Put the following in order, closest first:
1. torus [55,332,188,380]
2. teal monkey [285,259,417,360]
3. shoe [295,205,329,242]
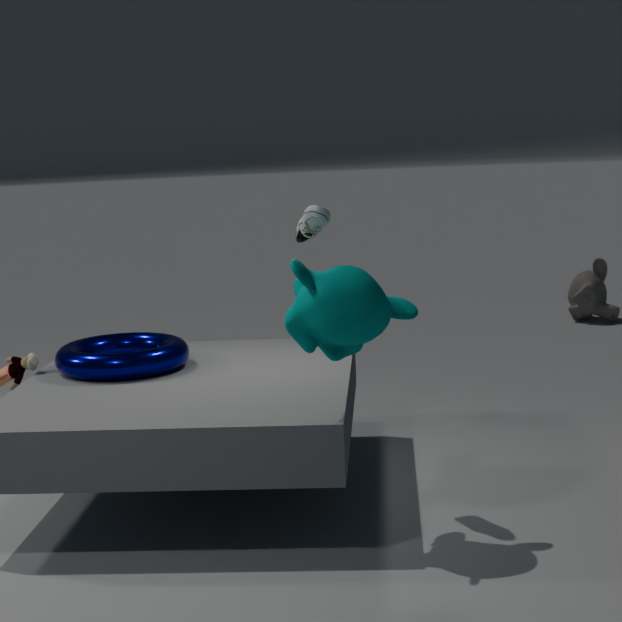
teal monkey [285,259,417,360]
shoe [295,205,329,242]
torus [55,332,188,380]
